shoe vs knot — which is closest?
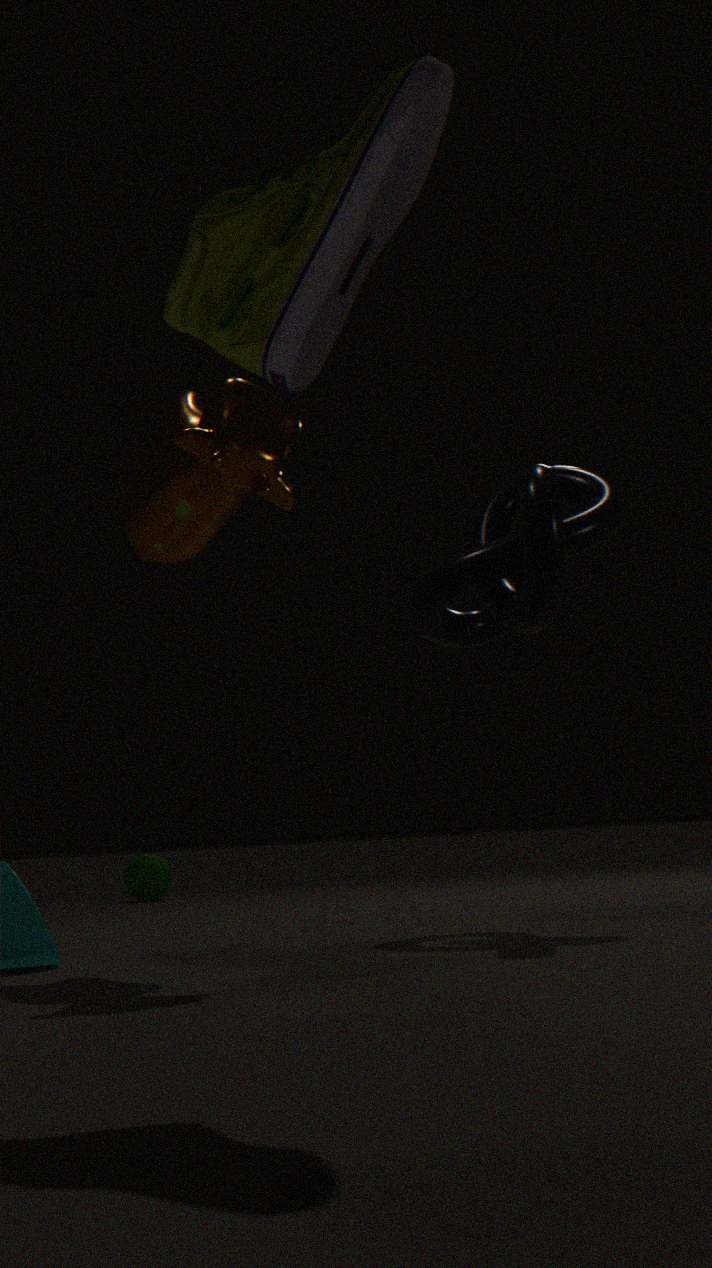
shoe
